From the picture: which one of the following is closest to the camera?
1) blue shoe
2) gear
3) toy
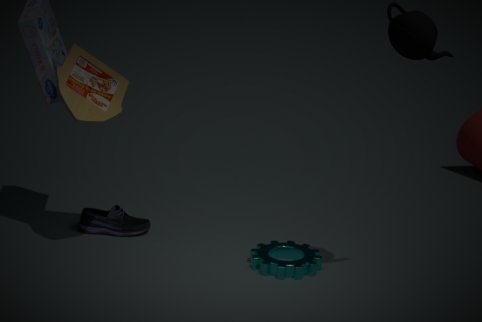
3. toy
